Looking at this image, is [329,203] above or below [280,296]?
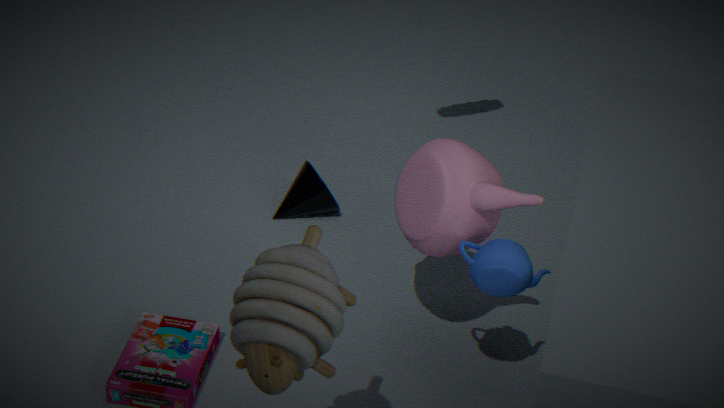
below
